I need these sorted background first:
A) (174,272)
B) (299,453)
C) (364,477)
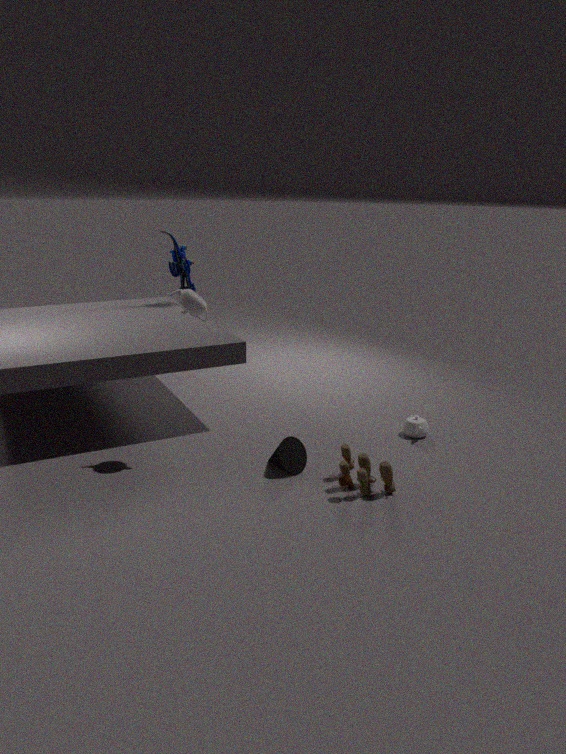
(174,272), (299,453), (364,477)
